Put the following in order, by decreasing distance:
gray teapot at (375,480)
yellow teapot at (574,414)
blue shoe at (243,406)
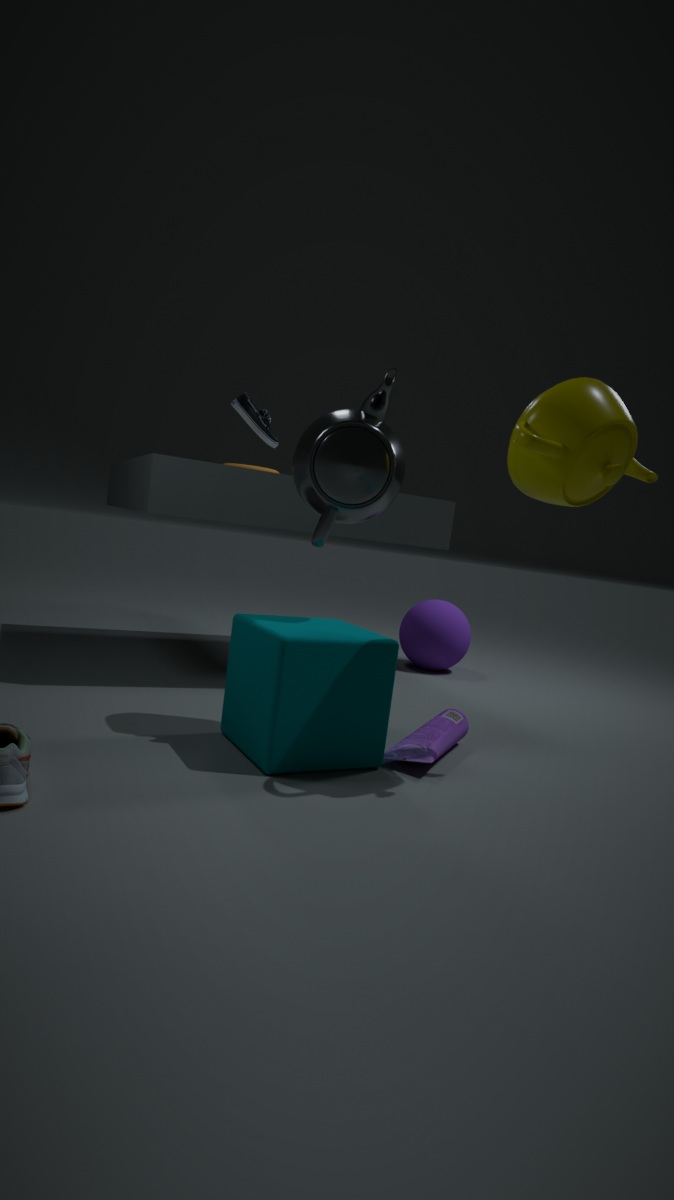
blue shoe at (243,406) < gray teapot at (375,480) < yellow teapot at (574,414)
